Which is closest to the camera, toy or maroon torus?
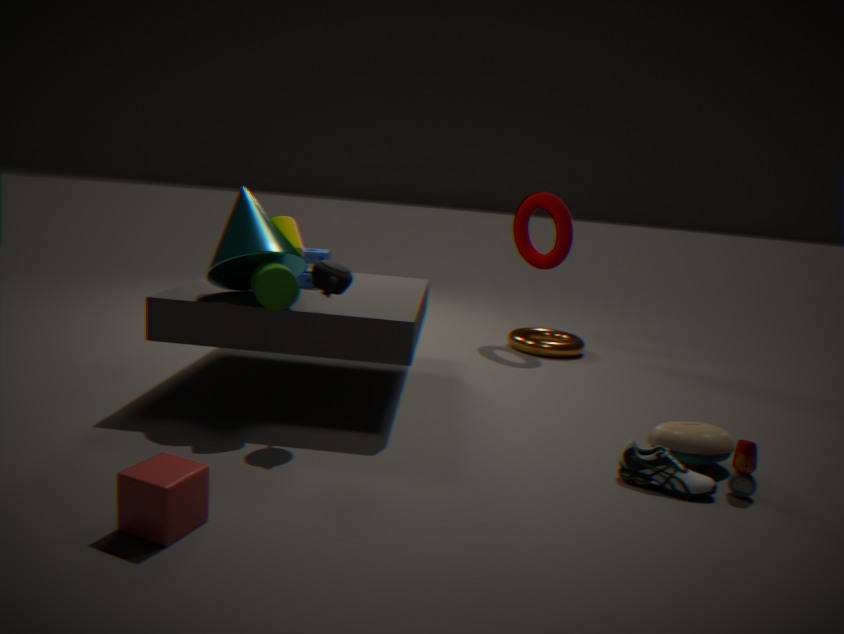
toy
